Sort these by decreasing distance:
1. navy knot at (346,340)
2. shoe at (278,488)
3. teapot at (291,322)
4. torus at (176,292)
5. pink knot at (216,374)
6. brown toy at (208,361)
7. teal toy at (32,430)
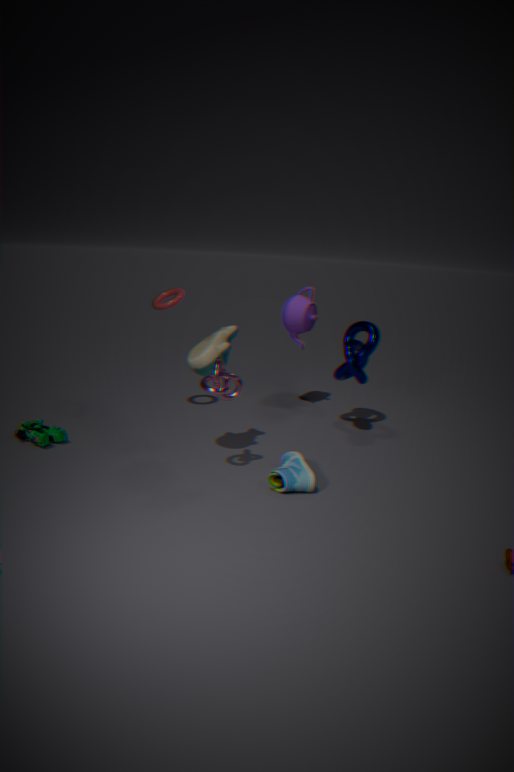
teapot at (291,322) → torus at (176,292) → navy knot at (346,340) → teal toy at (32,430) → brown toy at (208,361) → shoe at (278,488) → pink knot at (216,374)
